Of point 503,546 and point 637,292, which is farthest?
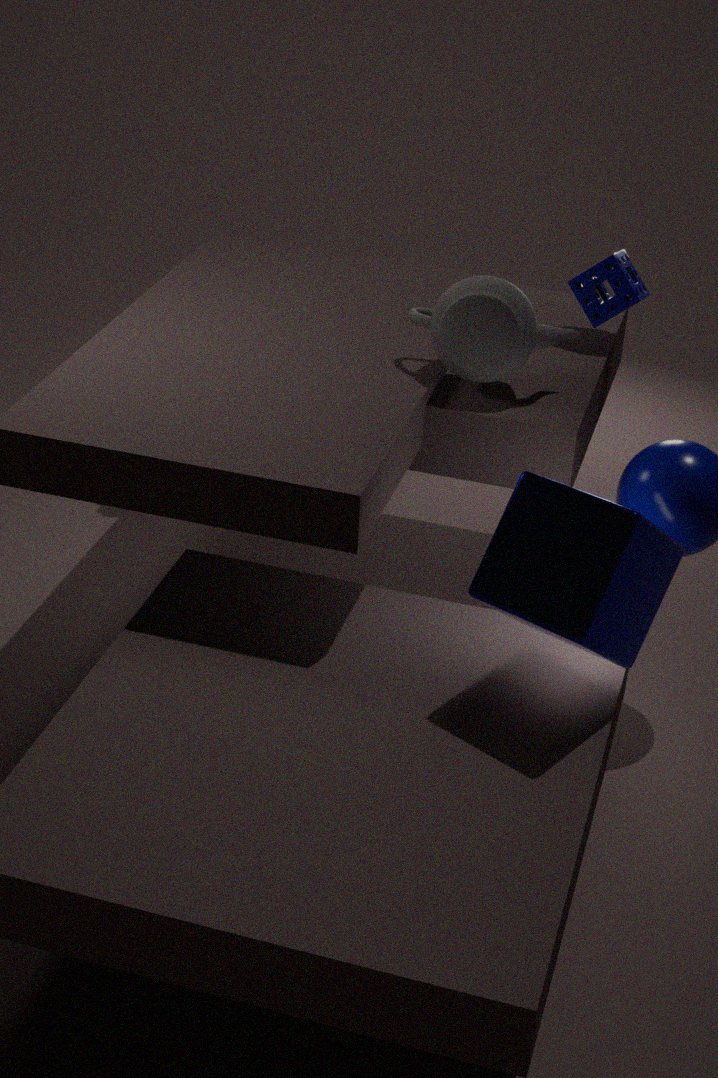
point 637,292
